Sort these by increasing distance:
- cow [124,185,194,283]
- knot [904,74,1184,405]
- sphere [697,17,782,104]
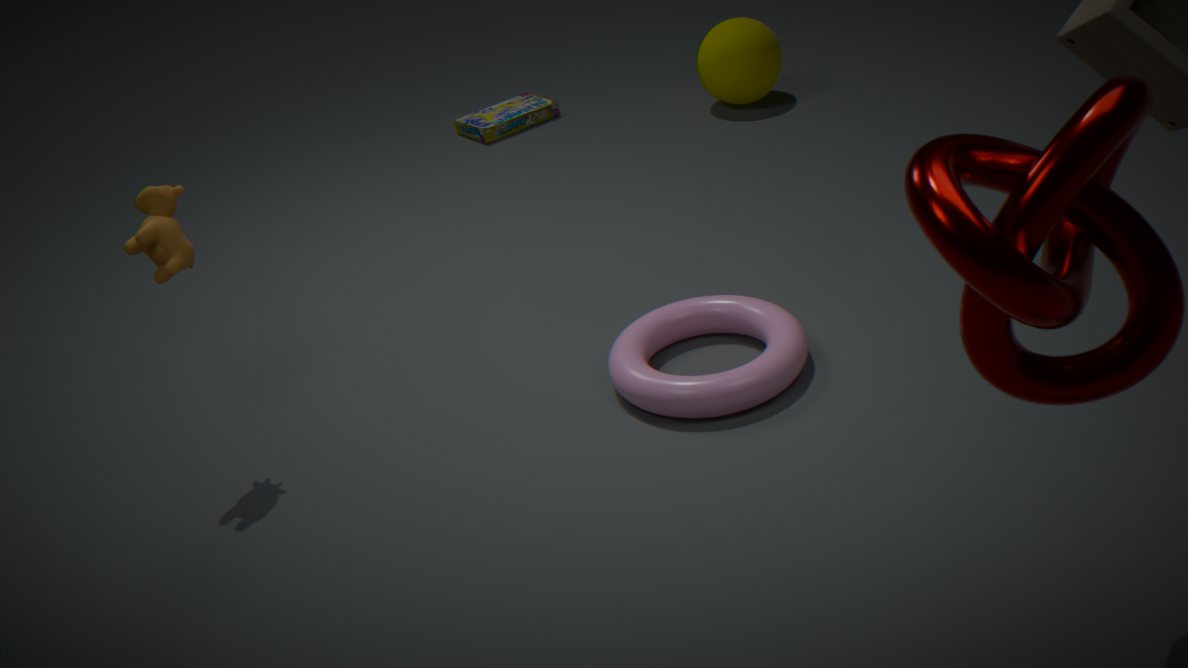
knot [904,74,1184,405]
cow [124,185,194,283]
sphere [697,17,782,104]
